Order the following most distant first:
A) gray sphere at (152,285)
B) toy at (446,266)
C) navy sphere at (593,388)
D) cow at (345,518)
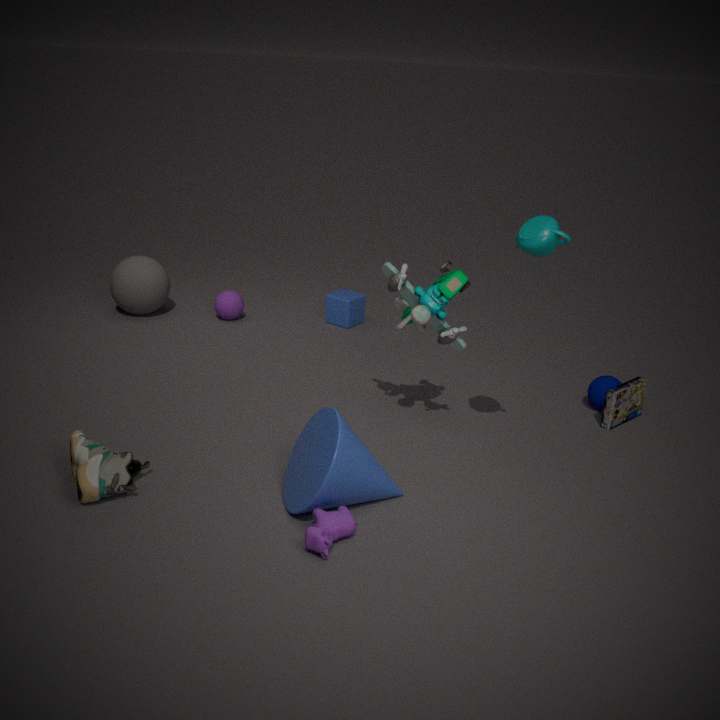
gray sphere at (152,285)
navy sphere at (593,388)
toy at (446,266)
cow at (345,518)
